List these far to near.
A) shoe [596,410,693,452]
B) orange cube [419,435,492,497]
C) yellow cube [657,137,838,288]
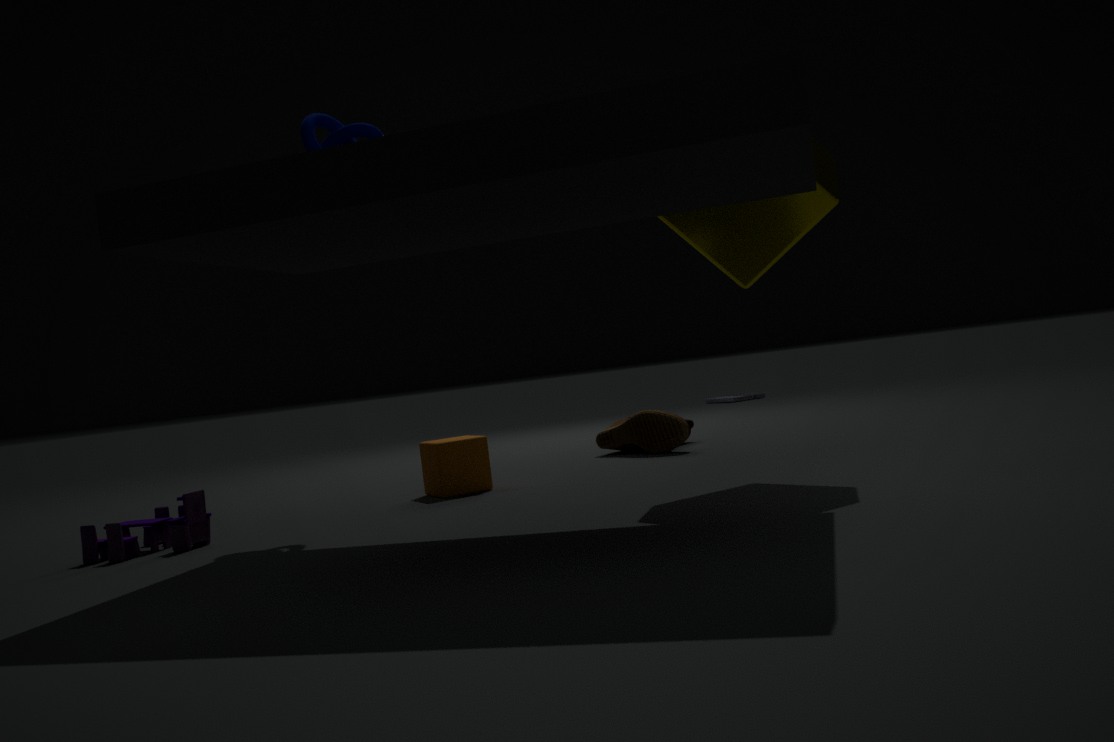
shoe [596,410,693,452]
orange cube [419,435,492,497]
yellow cube [657,137,838,288]
